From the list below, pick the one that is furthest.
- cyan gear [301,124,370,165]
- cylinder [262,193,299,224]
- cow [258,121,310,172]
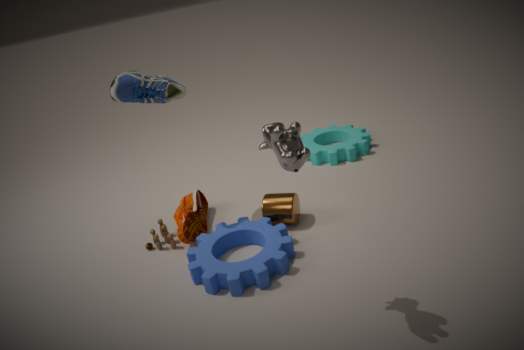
cyan gear [301,124,370,165]
